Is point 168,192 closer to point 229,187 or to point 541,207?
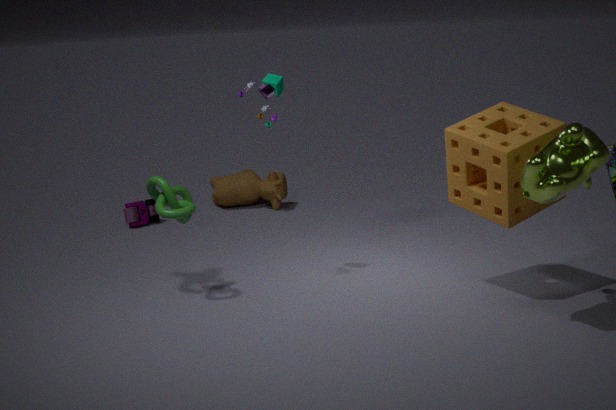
point 541,207
